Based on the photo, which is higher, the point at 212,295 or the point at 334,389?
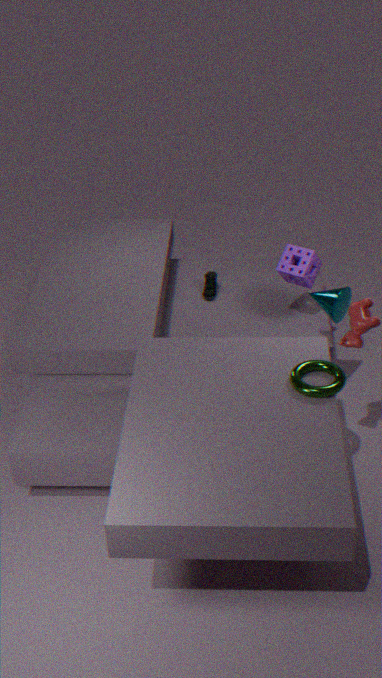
the point at 334,389
